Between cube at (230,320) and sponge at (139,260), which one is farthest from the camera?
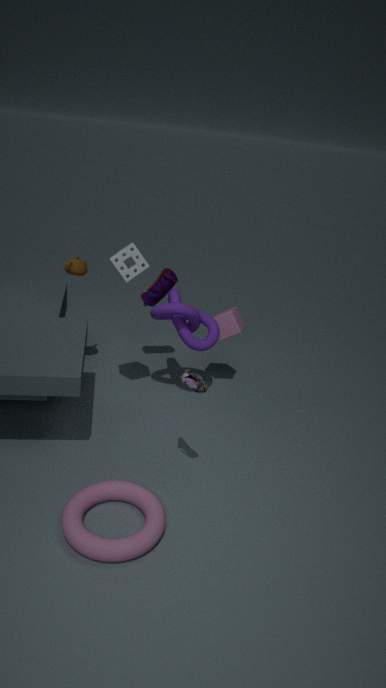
cube at (230,320)
